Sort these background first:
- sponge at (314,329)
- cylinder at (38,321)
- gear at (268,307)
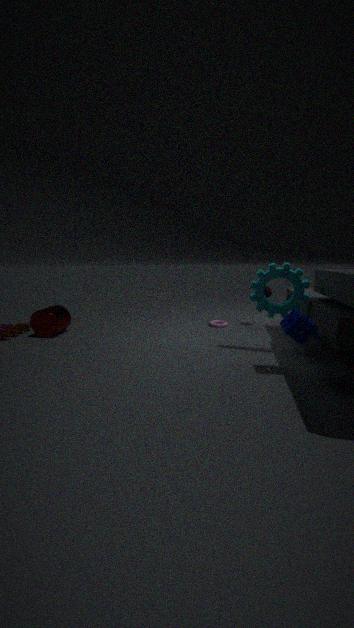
cylinder at (38,321)
gear at (268,307)
sponge at (314,329)
